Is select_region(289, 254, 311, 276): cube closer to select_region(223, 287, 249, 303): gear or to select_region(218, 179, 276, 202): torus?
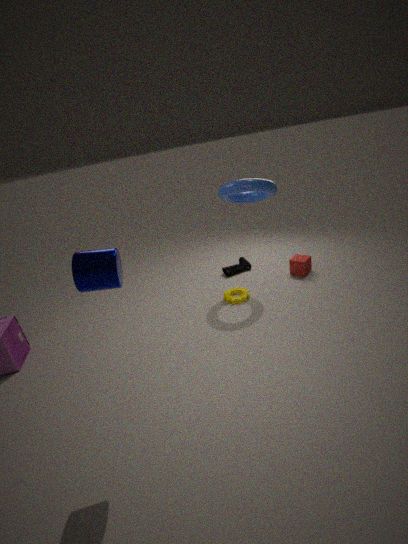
select_region(223, 287, 249, 303): gear
